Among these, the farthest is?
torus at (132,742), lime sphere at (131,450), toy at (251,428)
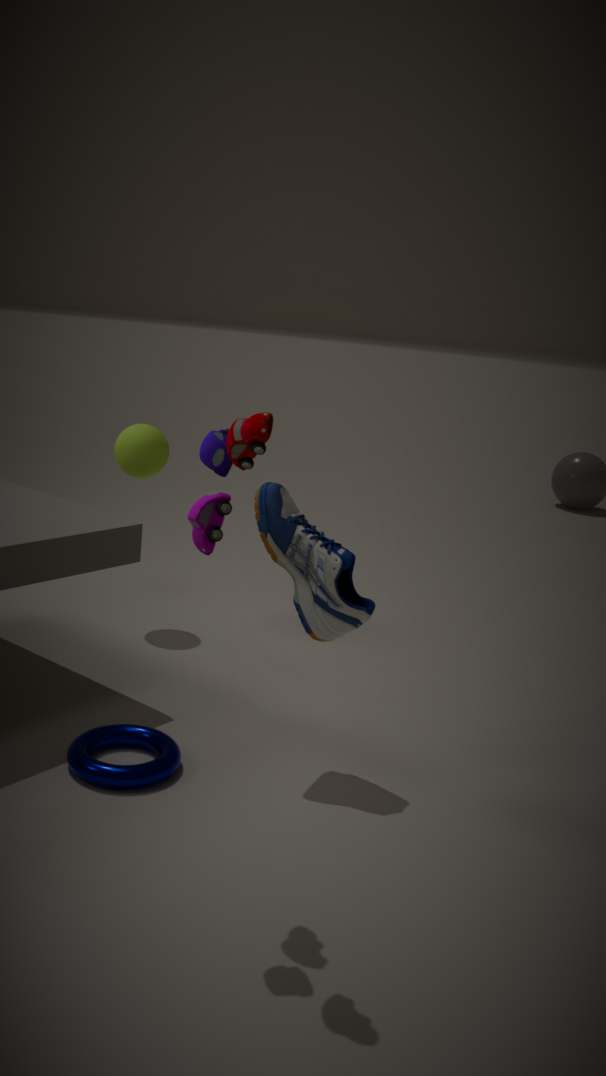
lime sphere at (131,450)
